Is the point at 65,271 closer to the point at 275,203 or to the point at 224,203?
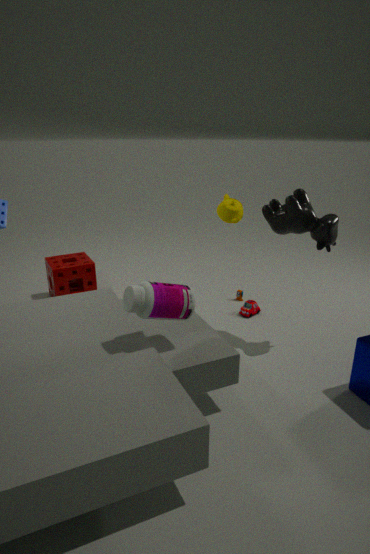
the point at 224,203
